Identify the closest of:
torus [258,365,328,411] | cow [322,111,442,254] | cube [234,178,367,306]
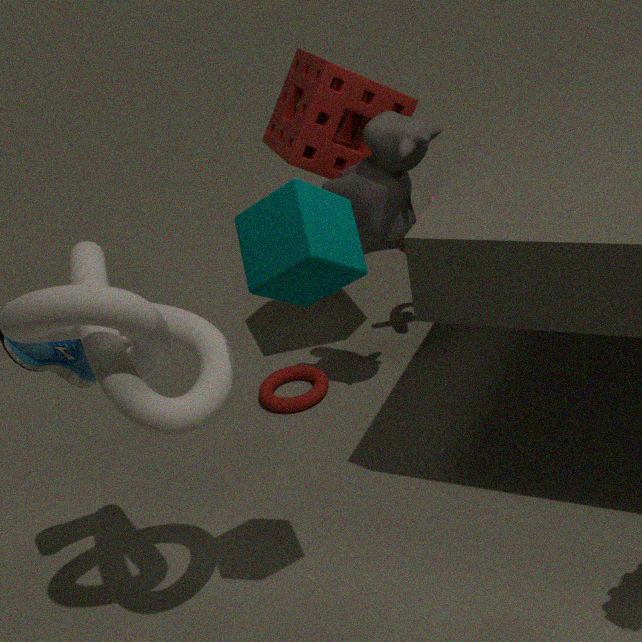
cube [234,178,367,306]
